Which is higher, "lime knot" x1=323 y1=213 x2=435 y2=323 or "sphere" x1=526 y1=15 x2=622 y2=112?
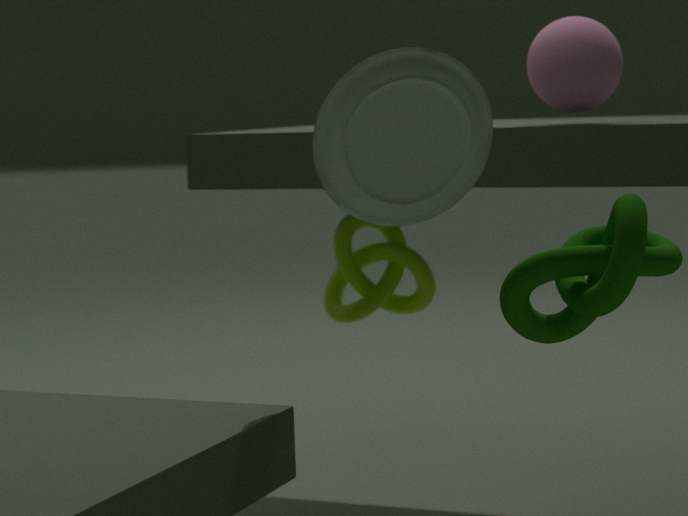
"sphere" x1=526 y1=15 x2=622 y2=112
